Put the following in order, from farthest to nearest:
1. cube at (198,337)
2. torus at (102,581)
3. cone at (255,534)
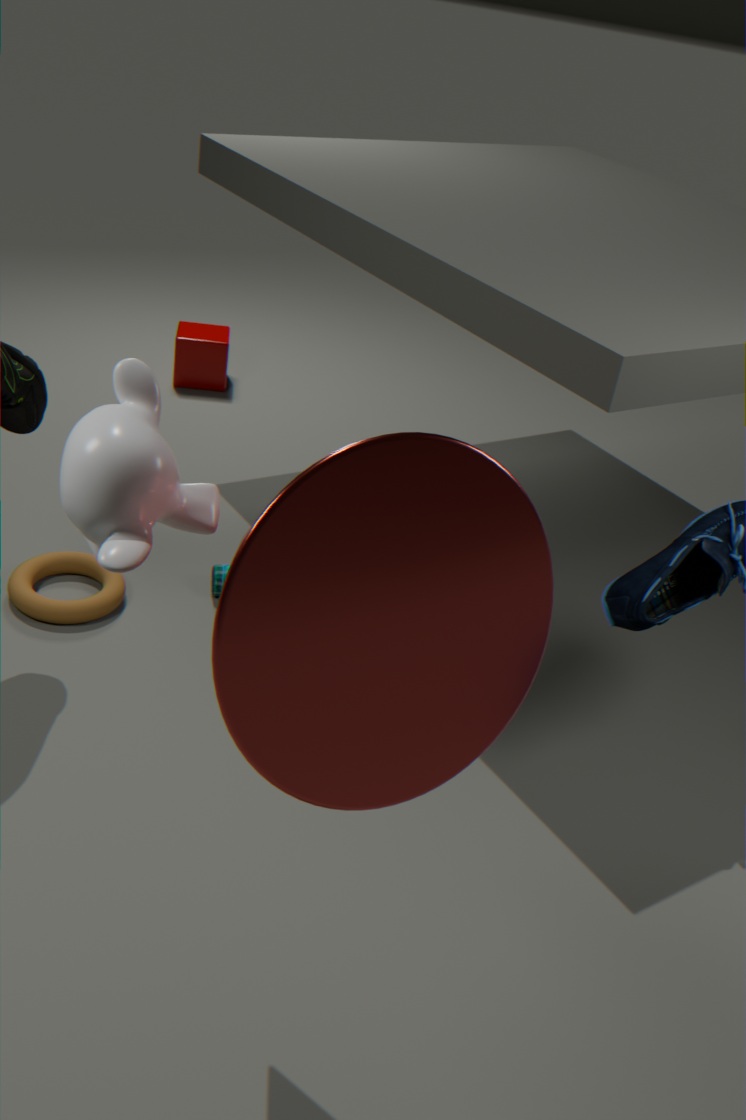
cube at (198,337) → torus at (102,581) → cone at (255,534)
